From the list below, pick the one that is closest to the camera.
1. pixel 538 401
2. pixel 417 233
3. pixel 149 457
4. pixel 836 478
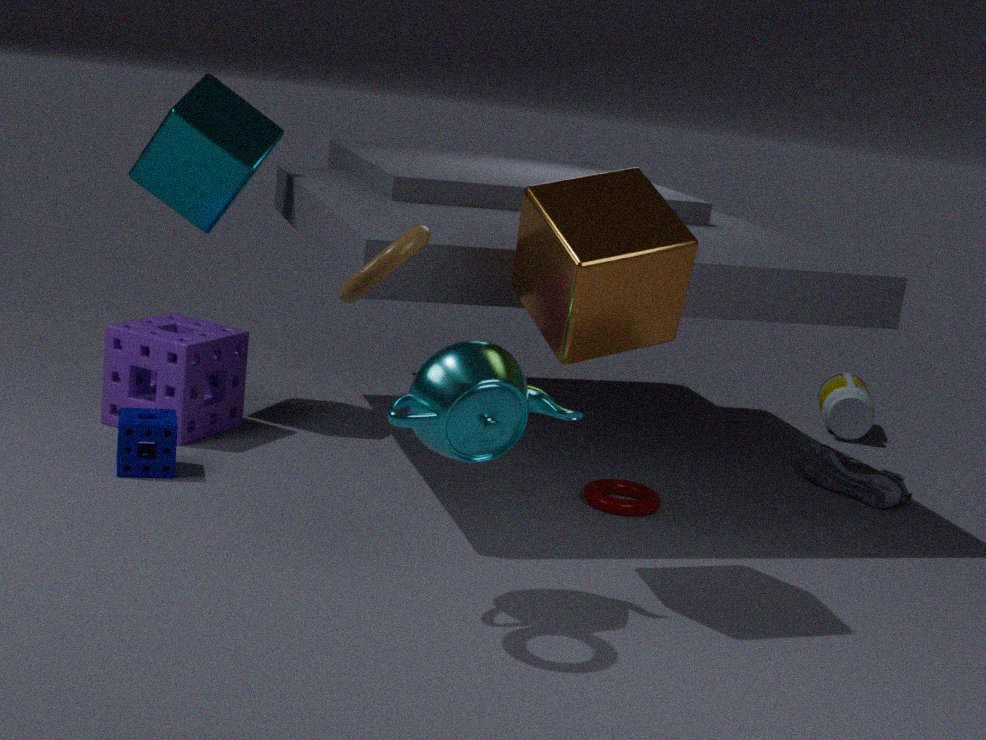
pixel 417 233
